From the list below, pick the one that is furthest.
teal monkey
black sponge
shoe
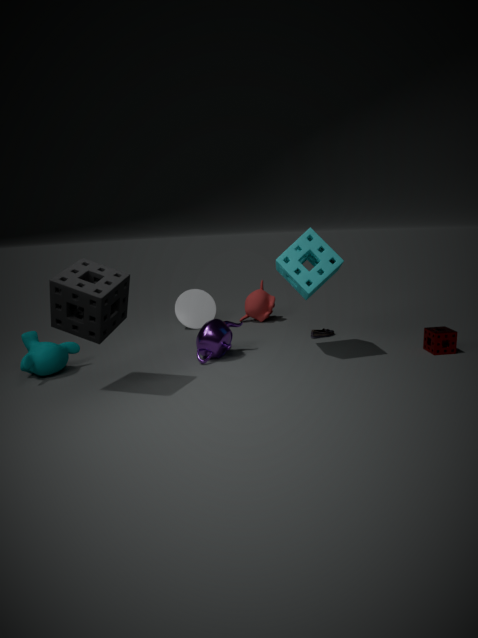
shoe
